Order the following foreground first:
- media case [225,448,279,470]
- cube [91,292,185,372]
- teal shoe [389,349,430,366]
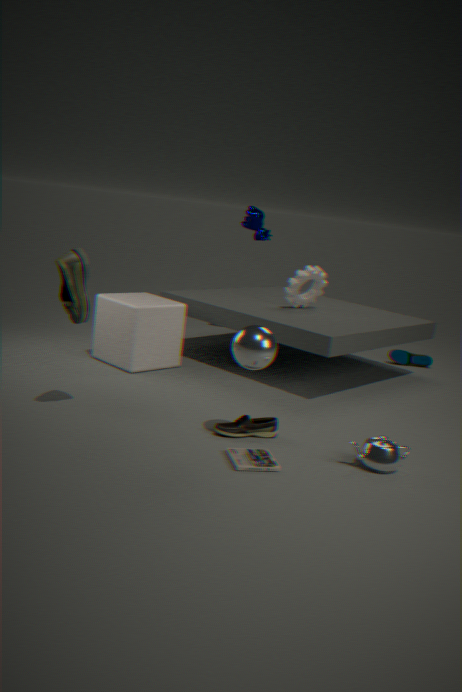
media case [225,448,279,470] → cube [91,292,185,372] → teal shoe [389,349,430,366]
